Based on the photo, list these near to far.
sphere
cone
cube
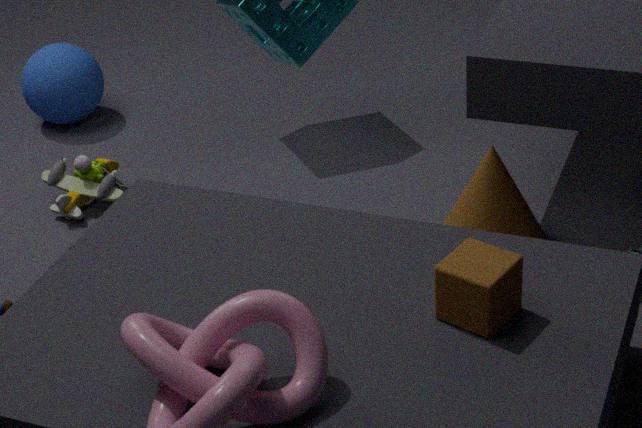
cube, cone, sphere
